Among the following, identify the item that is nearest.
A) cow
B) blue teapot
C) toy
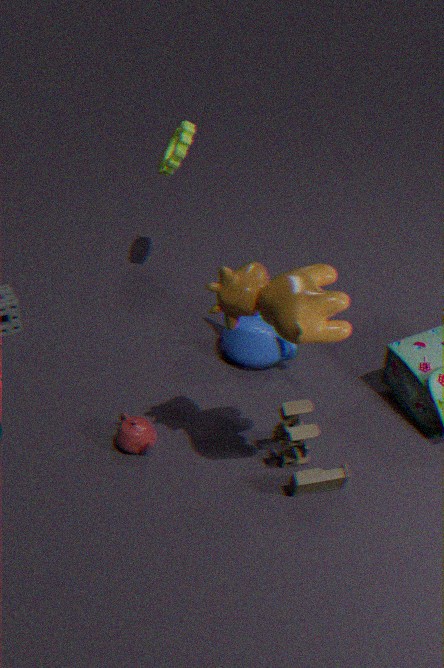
cow
